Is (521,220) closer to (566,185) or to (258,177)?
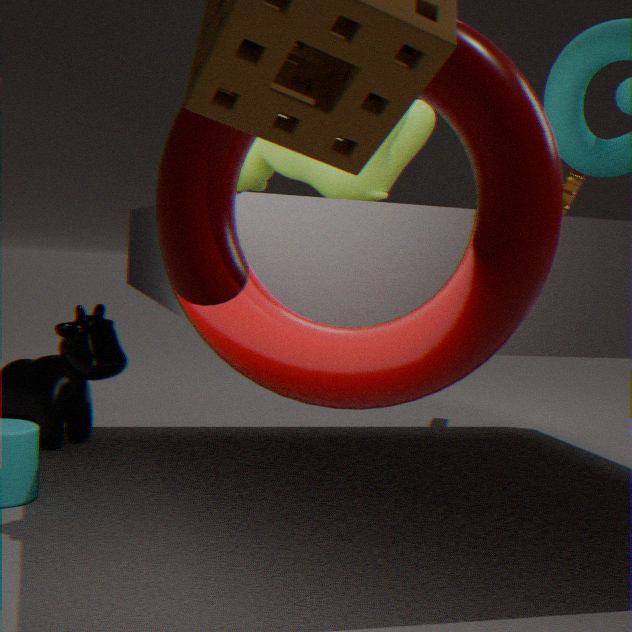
(258,177)
